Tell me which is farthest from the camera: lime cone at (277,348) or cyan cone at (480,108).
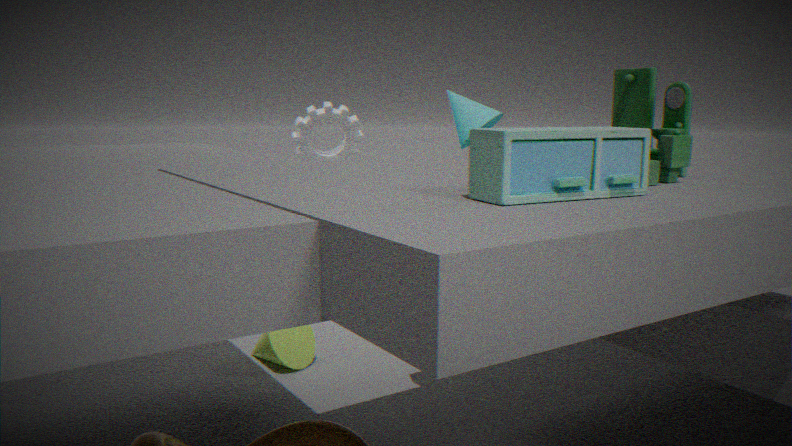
cyan cone at (480,108)
